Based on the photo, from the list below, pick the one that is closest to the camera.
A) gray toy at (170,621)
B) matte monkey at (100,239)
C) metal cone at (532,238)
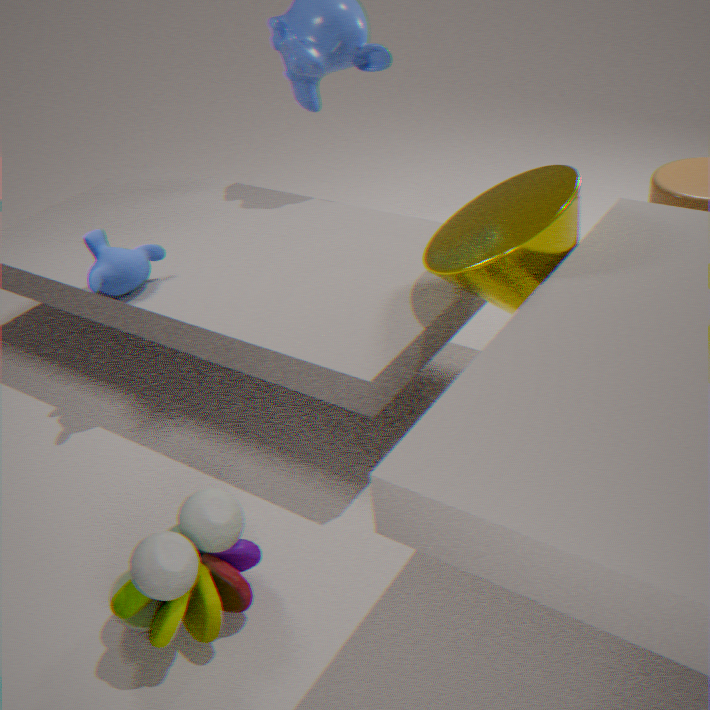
gray toy at (170,621)
